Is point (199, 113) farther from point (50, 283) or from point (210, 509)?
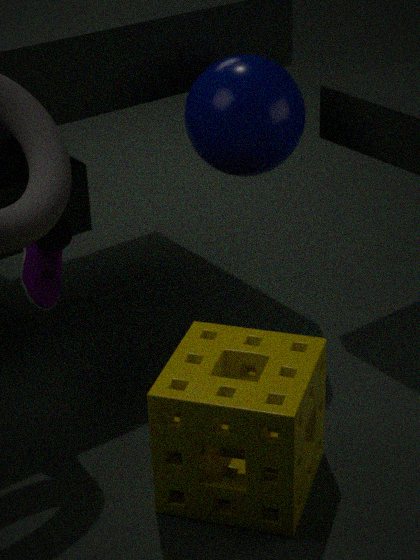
point (210, 509)
